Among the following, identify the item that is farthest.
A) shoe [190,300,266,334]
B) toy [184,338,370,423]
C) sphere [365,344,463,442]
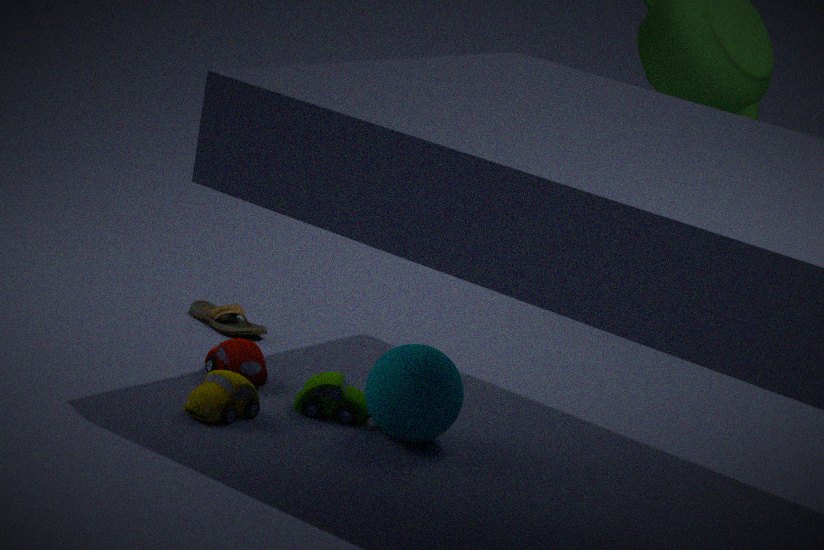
shoe [190,300,266,334]
